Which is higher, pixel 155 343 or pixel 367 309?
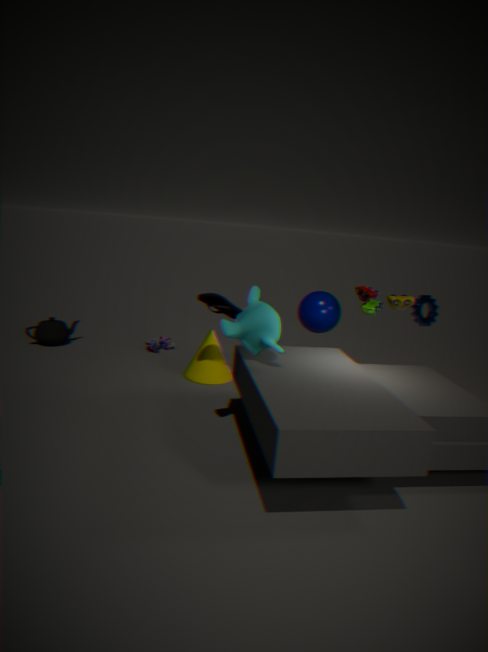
pixel 367 309
